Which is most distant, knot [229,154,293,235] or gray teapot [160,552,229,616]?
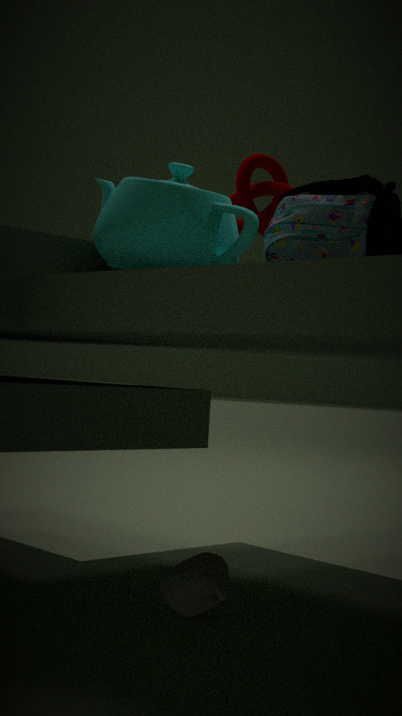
knot [229,154,293,235]
